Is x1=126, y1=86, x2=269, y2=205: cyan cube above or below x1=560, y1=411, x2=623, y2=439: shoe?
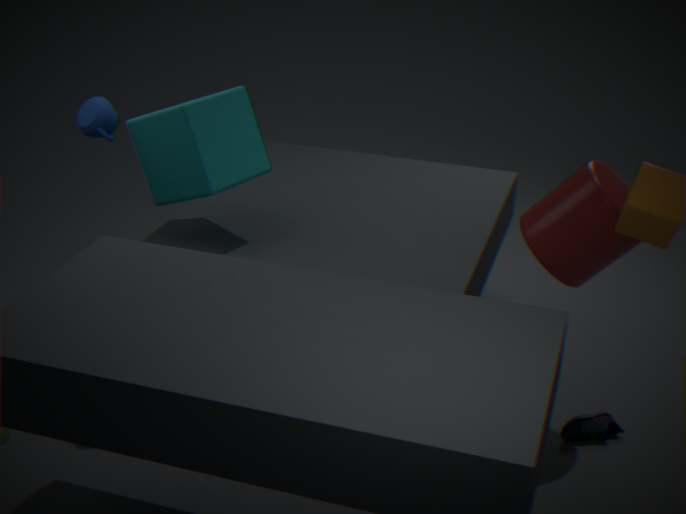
above
